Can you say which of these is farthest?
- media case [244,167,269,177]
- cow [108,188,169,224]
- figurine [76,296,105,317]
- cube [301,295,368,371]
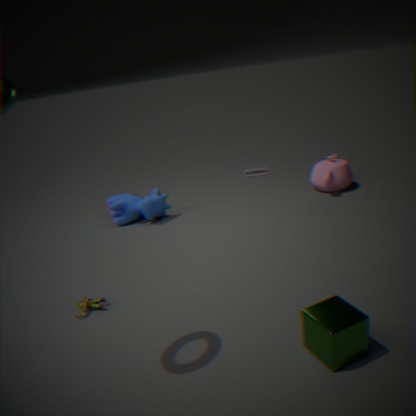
media case [244,167,269,177]
